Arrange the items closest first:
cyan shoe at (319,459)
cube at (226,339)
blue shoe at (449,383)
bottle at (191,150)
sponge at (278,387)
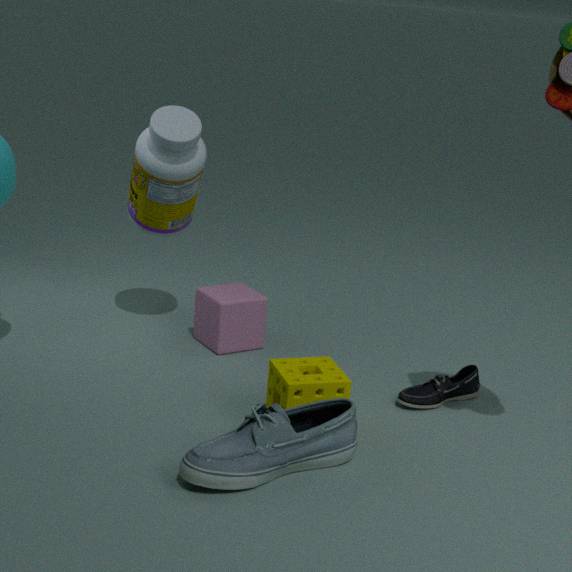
cyan shoe at (319,459) < sponge at (278,387) < blue shoe at (449,383) < bottle at (191,150) < cube at (226,339)
